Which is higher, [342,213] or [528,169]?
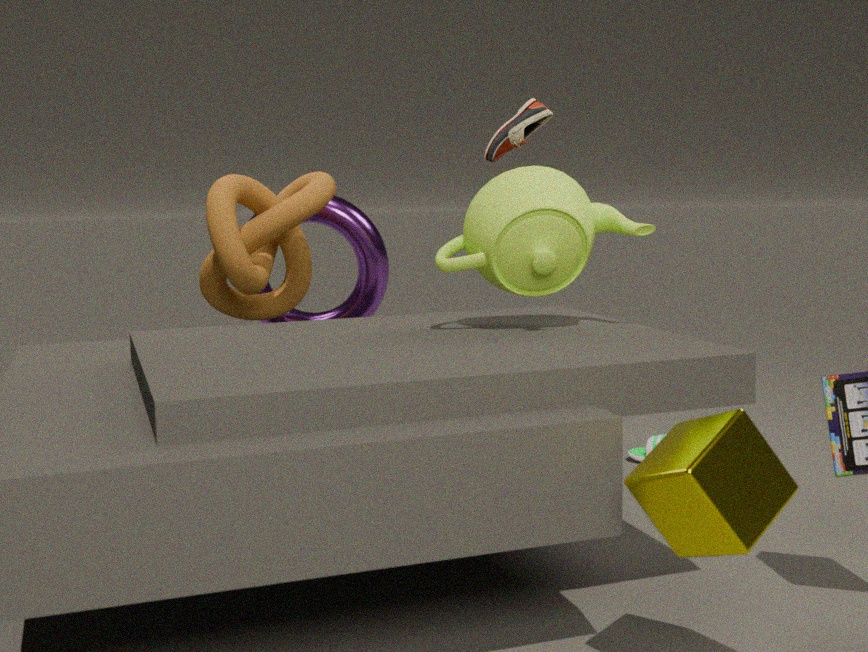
[528,169]
